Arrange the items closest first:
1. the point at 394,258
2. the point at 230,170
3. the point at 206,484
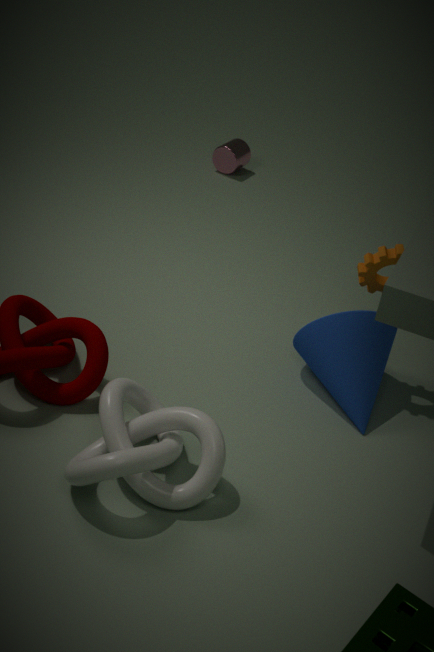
the point at 206,484
the point at 394,258
the point at 230,170
